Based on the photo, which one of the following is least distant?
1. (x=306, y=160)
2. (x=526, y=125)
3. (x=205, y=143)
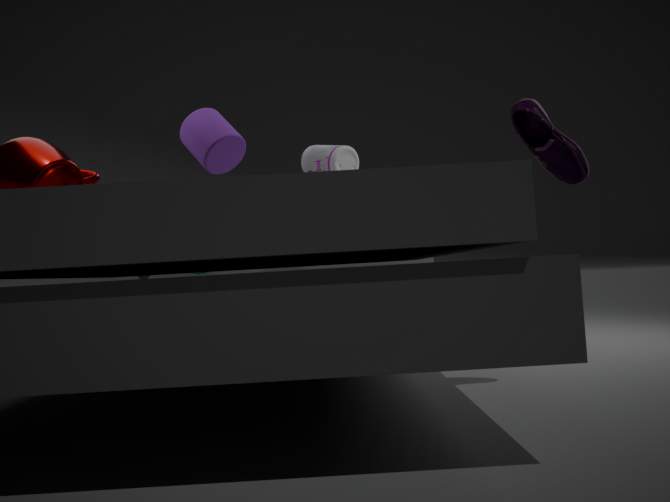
(x=526, y=125)
